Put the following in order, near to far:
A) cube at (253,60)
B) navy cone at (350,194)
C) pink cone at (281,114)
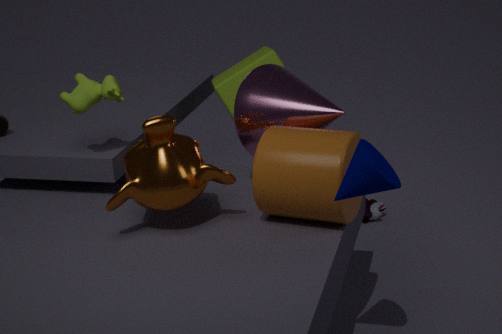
navy cone at (350,194) < pink cone at (281,114) < cube at (253,60)
